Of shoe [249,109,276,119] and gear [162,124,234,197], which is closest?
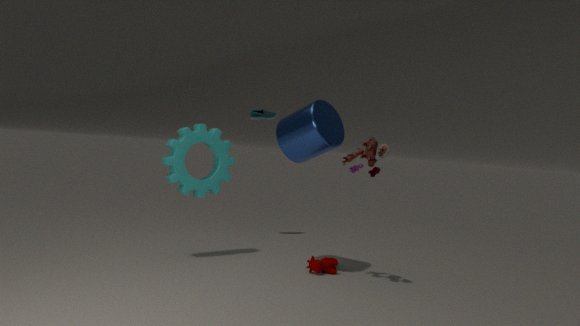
gear [162,124,234,197]
